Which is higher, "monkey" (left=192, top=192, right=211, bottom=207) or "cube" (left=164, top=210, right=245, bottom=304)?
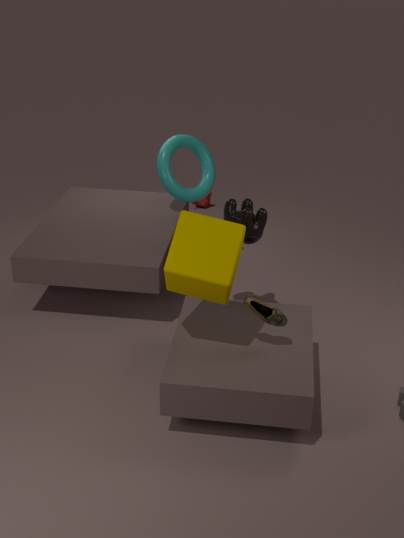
"cube" (left=164, top=210, right=245, bottom=304)
